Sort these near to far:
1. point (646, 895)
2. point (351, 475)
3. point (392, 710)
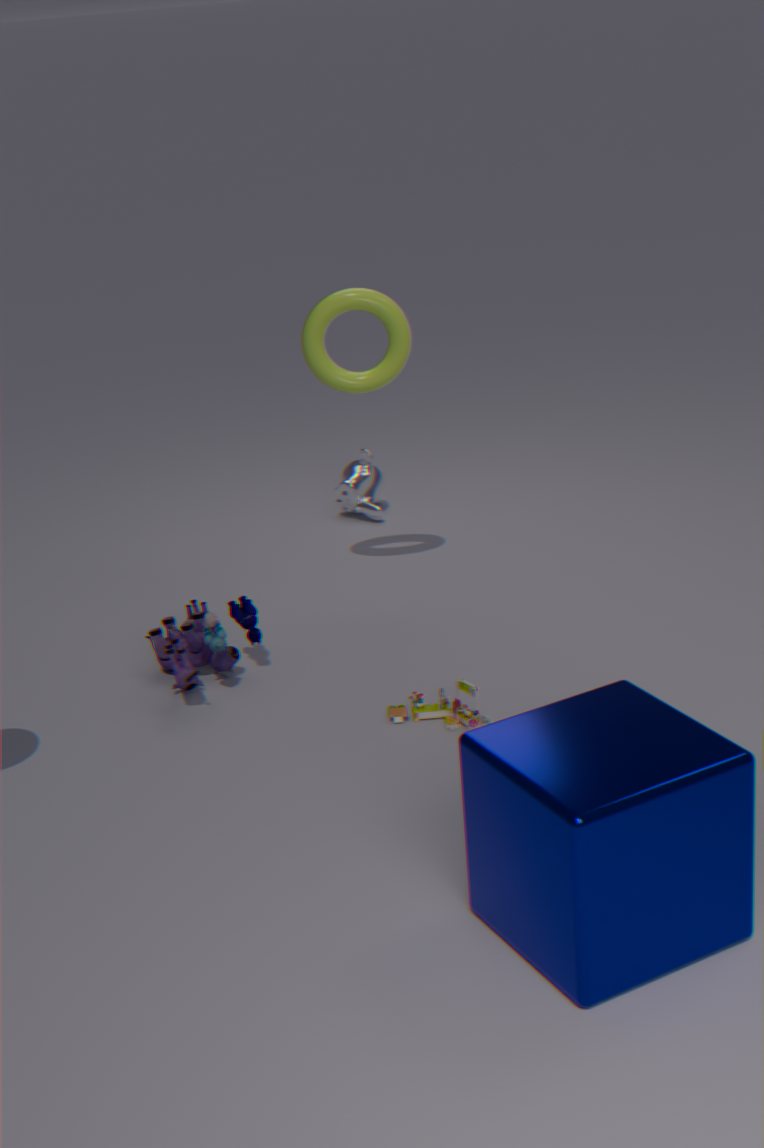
point (646, 895)
point (392, 710)
point (351, 475)
